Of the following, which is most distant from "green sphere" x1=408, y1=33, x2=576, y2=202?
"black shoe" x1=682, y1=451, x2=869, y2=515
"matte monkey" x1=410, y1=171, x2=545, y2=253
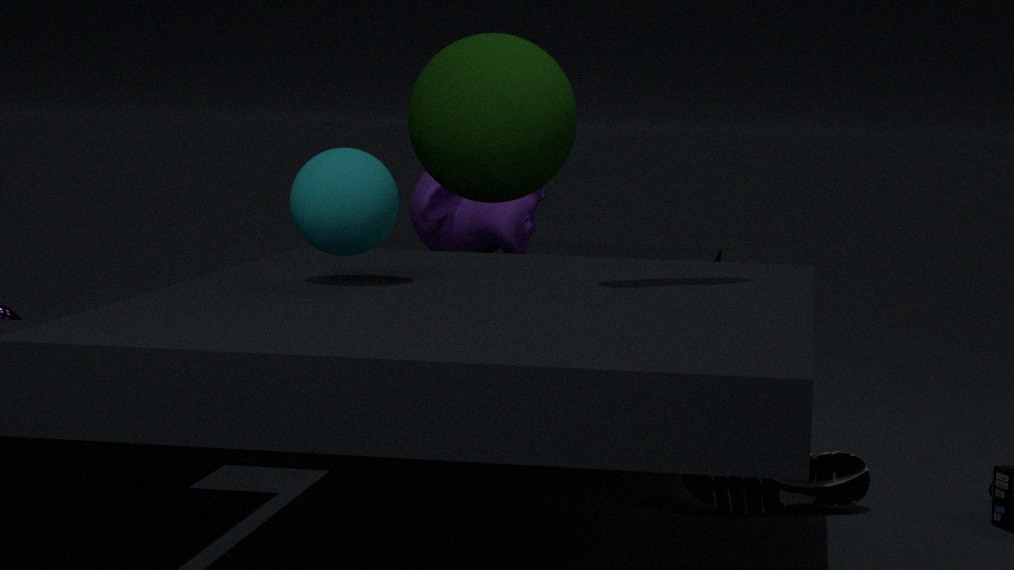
"black shoe" x1=682, y1=451, x2=869, y2=515
